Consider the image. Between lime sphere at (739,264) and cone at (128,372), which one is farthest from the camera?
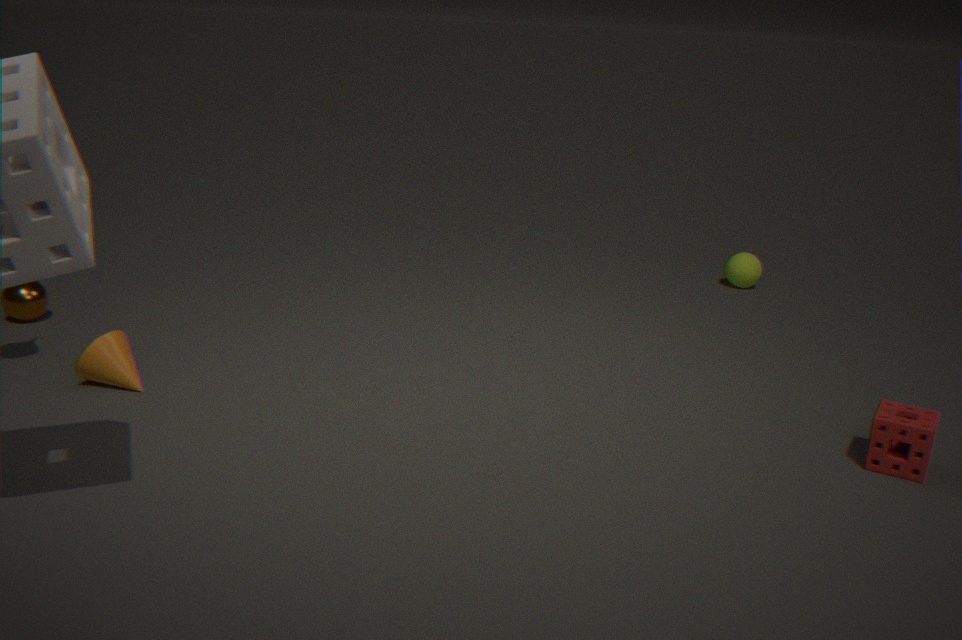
lime sphere at (739,264)
